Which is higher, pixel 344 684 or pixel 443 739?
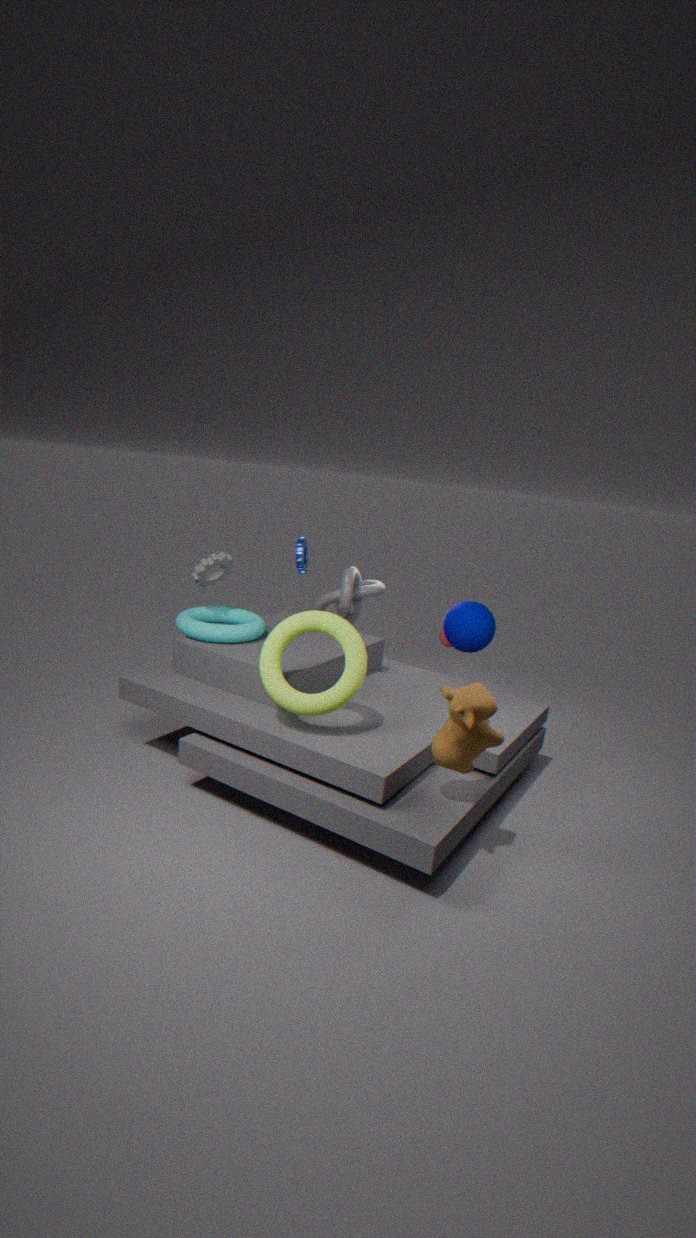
pixel 344 684
